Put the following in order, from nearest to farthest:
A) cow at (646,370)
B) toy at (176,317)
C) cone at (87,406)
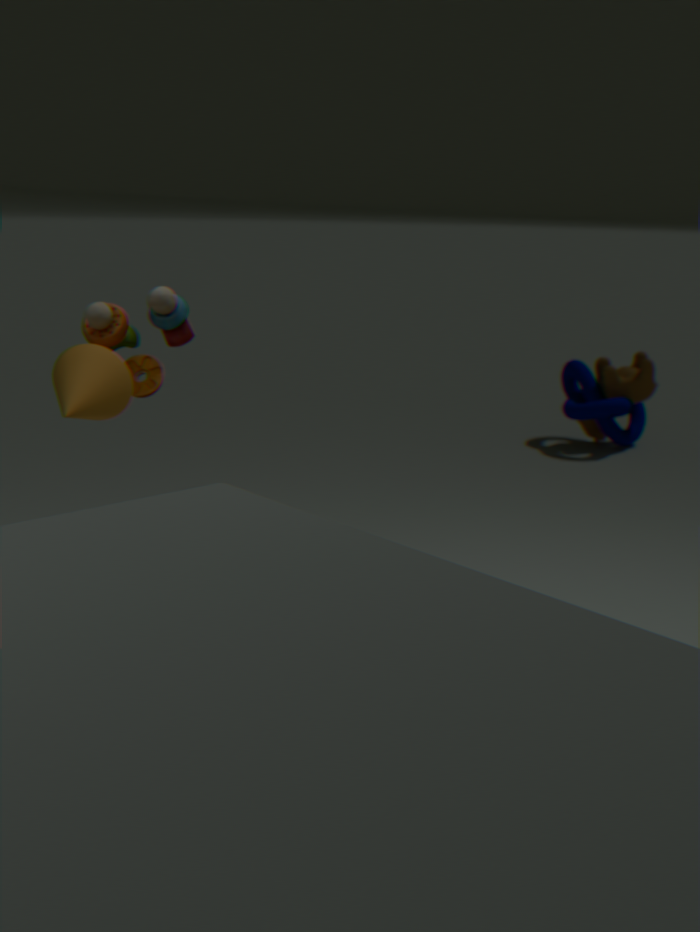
cone at (87,406) < toy at (176,317) < cow at (646,370)
